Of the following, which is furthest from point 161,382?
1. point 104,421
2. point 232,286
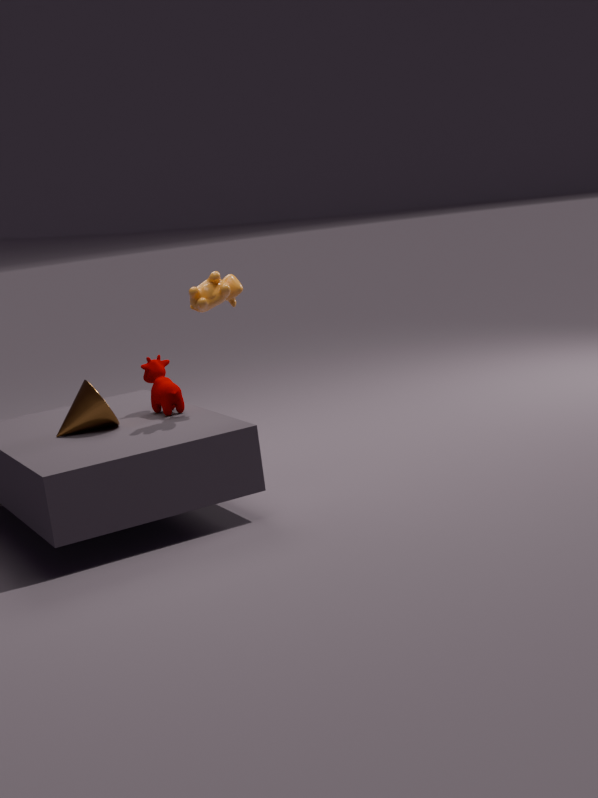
point 232,286
